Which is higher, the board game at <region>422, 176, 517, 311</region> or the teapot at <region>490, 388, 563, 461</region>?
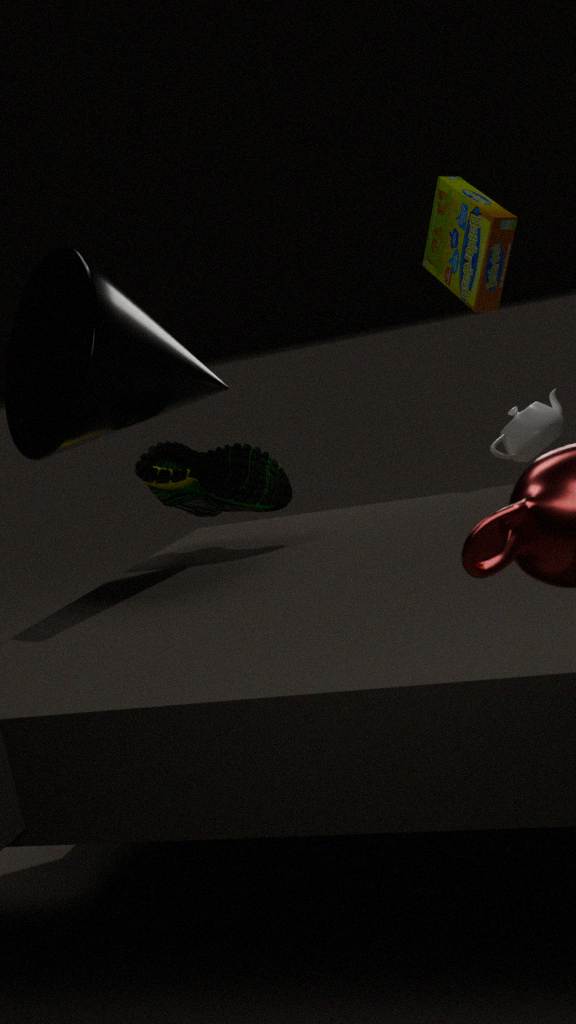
the board game at <region>422, 176, 517, 311</region>
